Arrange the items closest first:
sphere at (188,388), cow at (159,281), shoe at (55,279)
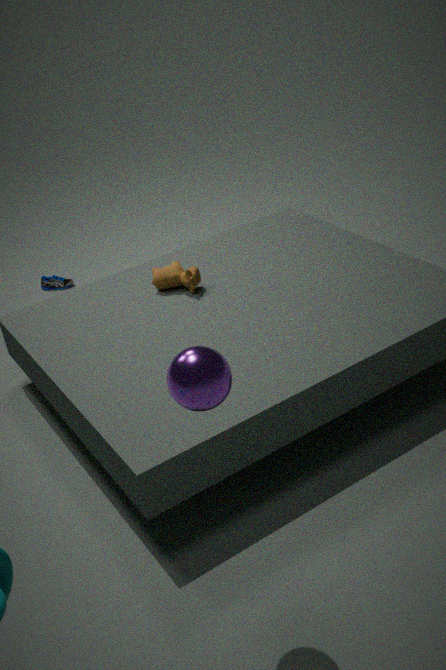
sphere at (188,388) < cow at (159,281) < shoe at (55,279)
